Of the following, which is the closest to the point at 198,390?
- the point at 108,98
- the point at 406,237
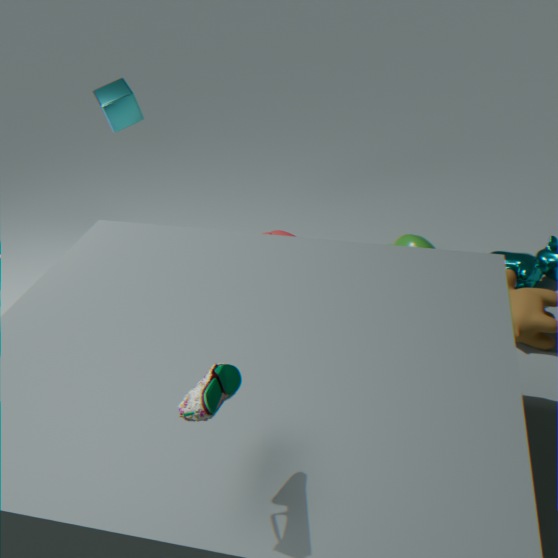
the point at 406,237
